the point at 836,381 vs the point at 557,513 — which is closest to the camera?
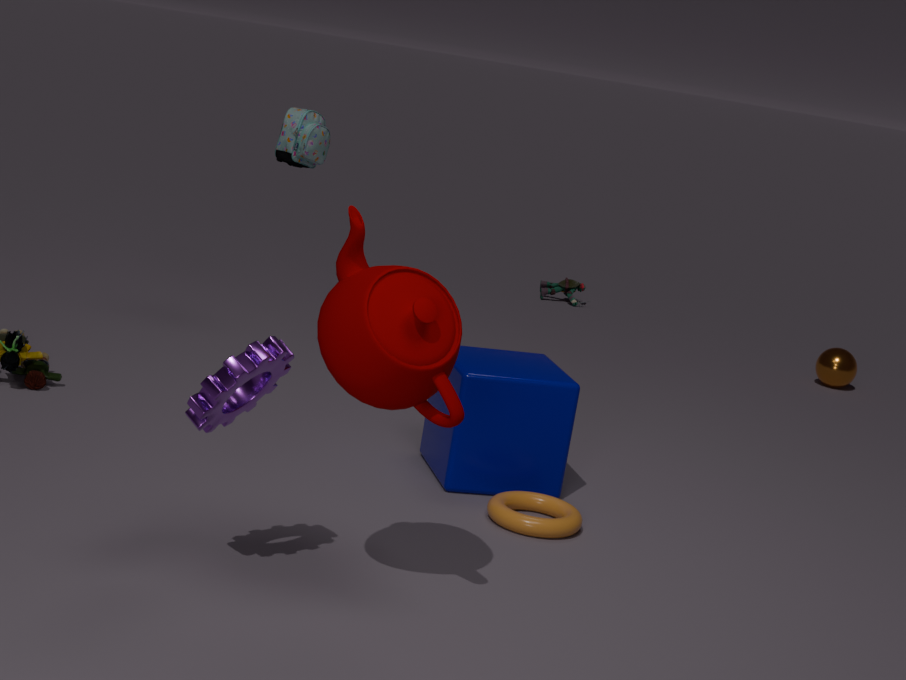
the point at 557,513
